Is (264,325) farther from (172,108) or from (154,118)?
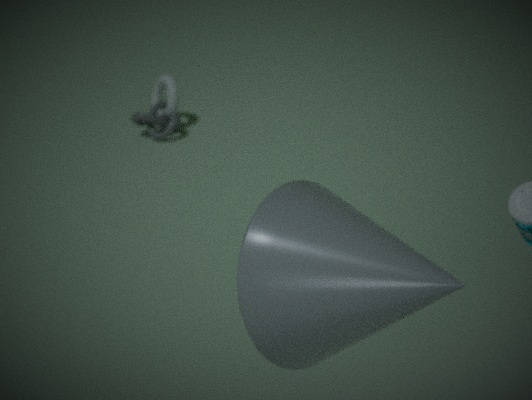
(172,108)
